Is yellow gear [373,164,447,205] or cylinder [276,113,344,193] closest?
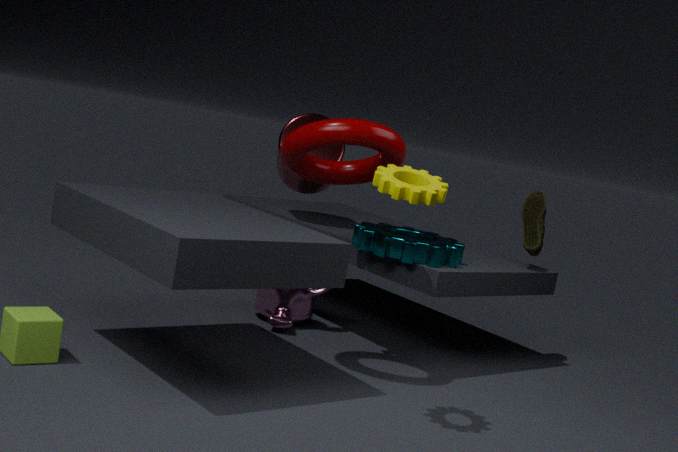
yellow gear [373,164,447,205]
